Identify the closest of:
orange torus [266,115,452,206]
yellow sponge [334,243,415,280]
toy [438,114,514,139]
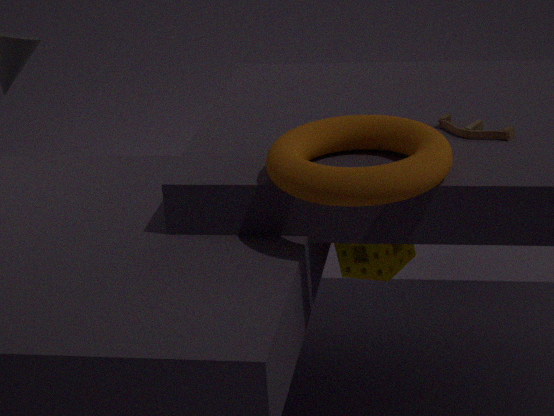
orange torus [266,115,452,206]
